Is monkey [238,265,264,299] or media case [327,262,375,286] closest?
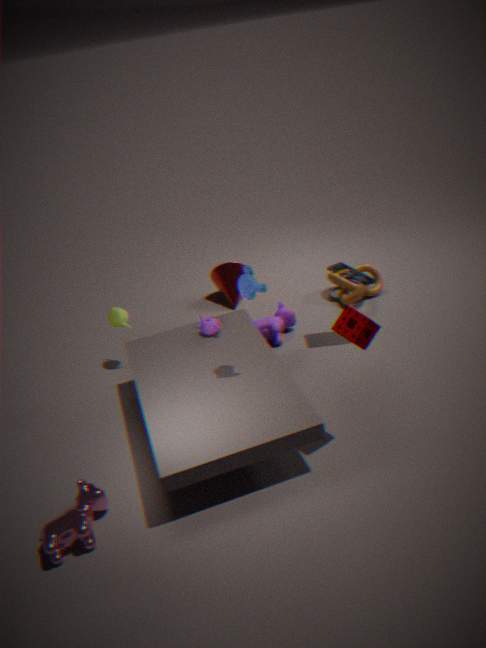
monkey [238,265,264,299]
